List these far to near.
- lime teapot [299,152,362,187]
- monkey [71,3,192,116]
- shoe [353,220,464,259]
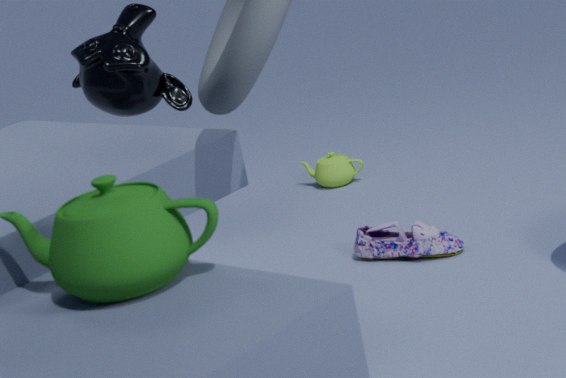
lime teapot [299,152,362,187] < monkey [71,3,192,116] < shoe [353,220,464,259]
